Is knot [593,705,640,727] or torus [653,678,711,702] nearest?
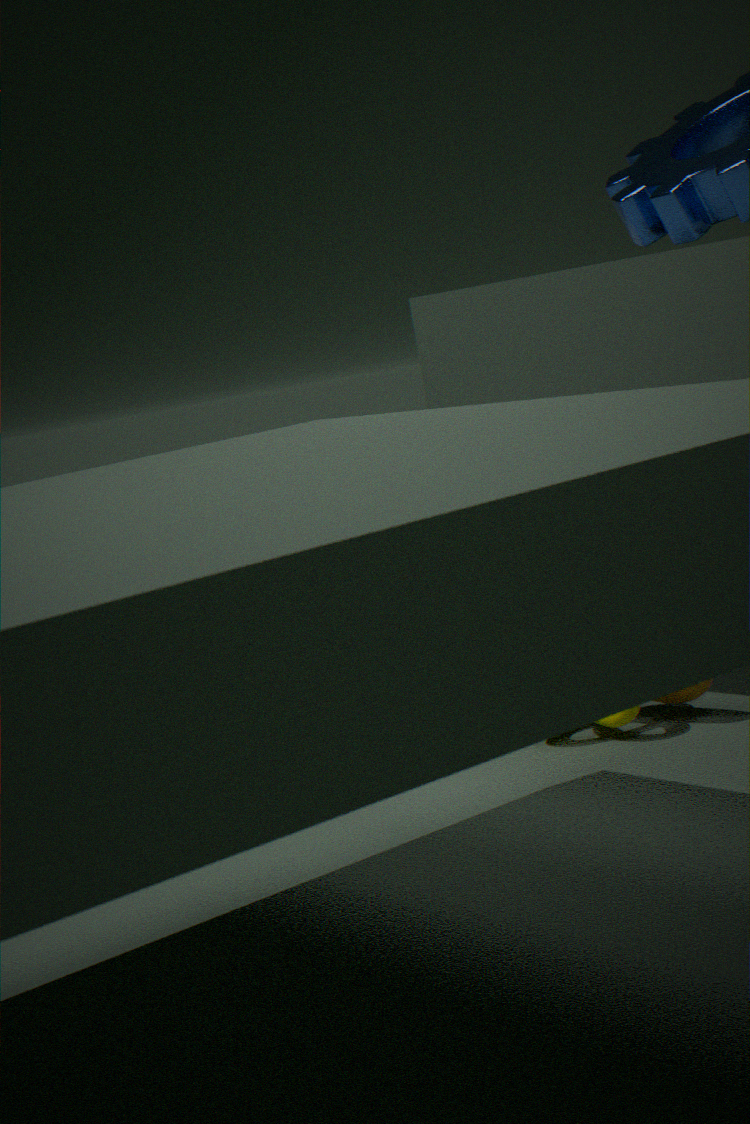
knot [593,705,640,727]
